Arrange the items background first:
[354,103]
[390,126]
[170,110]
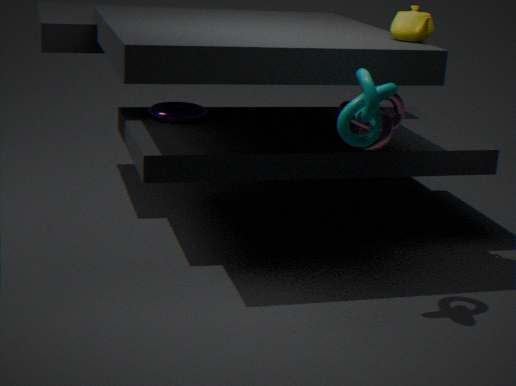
[170,110]
[390,126]
[354,103]
